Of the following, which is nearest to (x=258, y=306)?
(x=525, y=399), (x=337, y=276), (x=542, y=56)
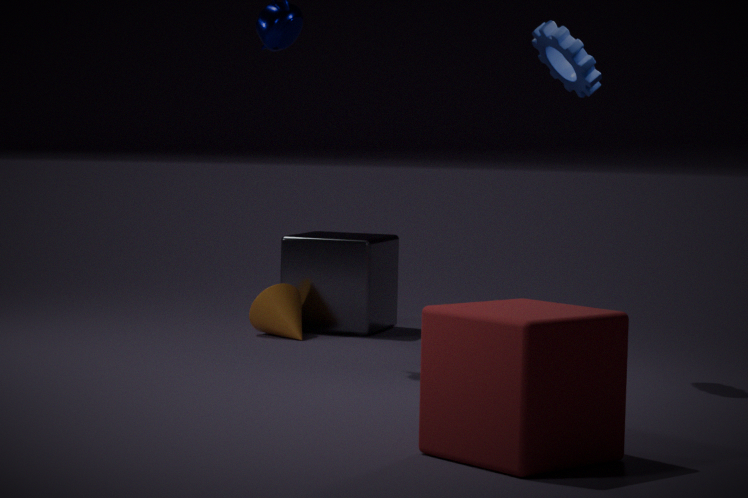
(x=337, y=276)
